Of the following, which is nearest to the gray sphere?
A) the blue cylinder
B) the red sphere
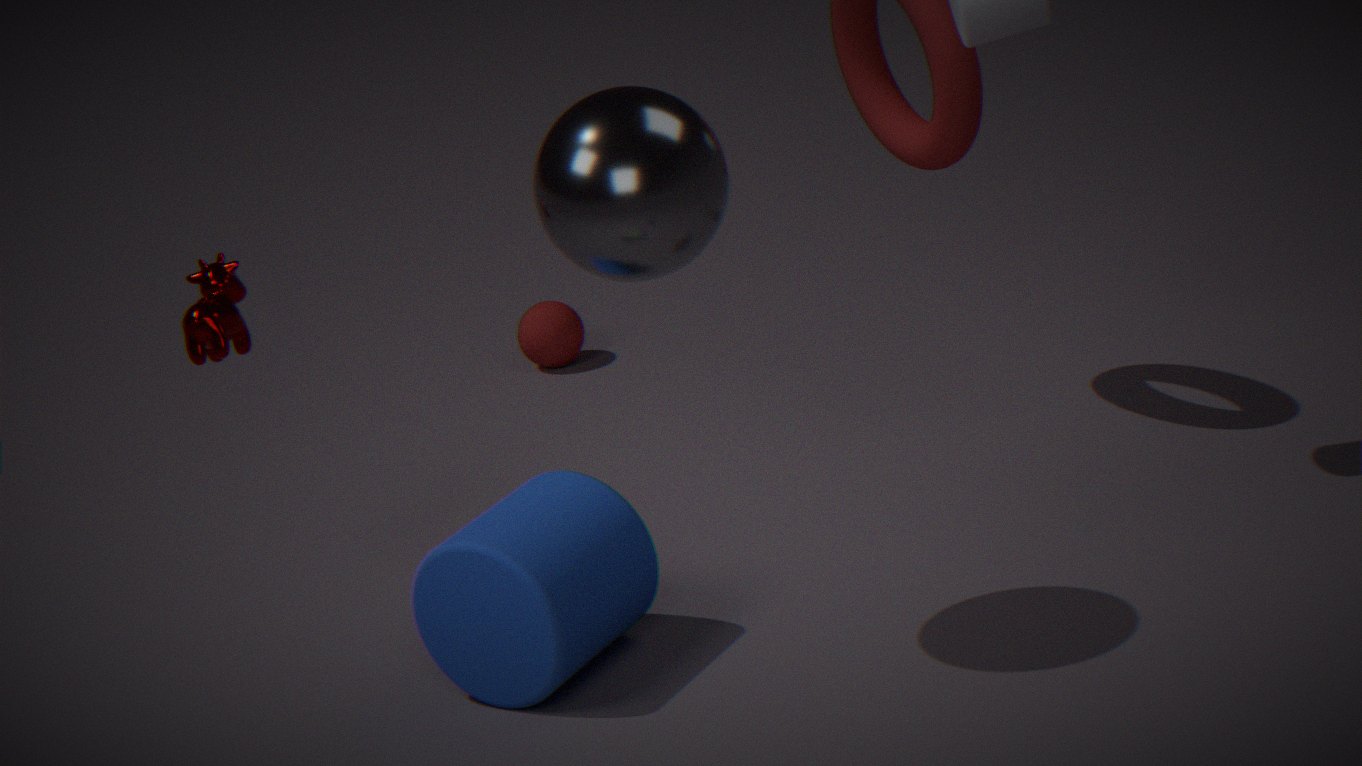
the blue cylinder
